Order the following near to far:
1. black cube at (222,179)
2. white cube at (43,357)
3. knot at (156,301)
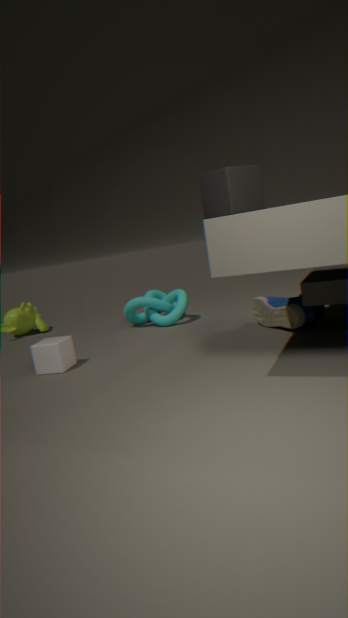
black cube at (222,179), white cube at (43,357), knot at (156,301)
